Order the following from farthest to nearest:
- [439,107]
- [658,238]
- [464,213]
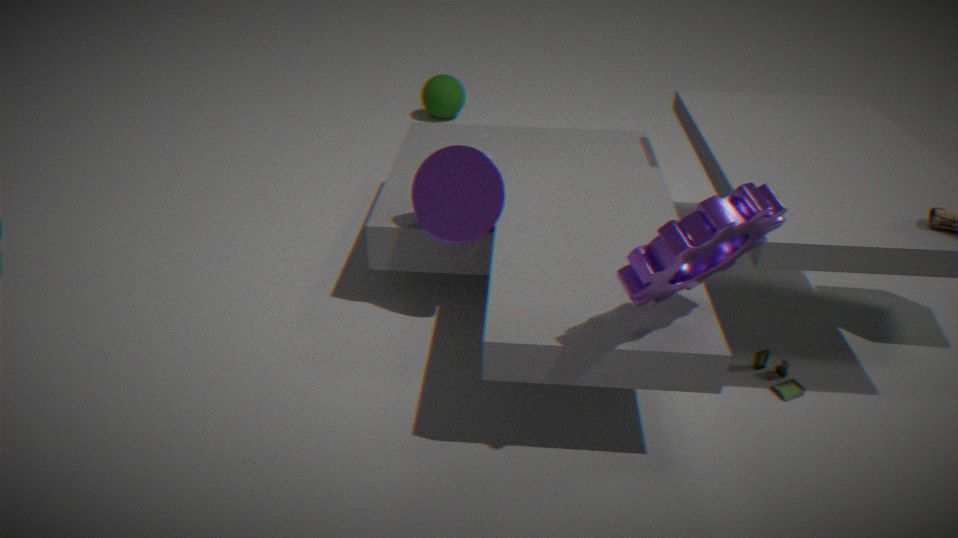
[439,107] < [464,213] < [658,238]
